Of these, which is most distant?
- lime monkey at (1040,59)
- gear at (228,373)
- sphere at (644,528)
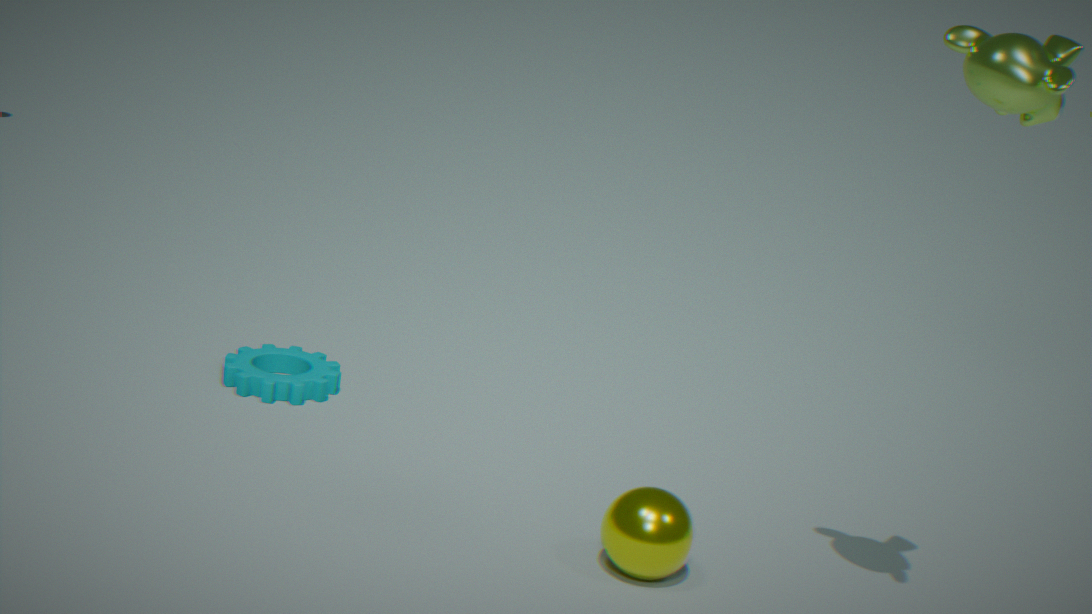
gear at (228,373)
